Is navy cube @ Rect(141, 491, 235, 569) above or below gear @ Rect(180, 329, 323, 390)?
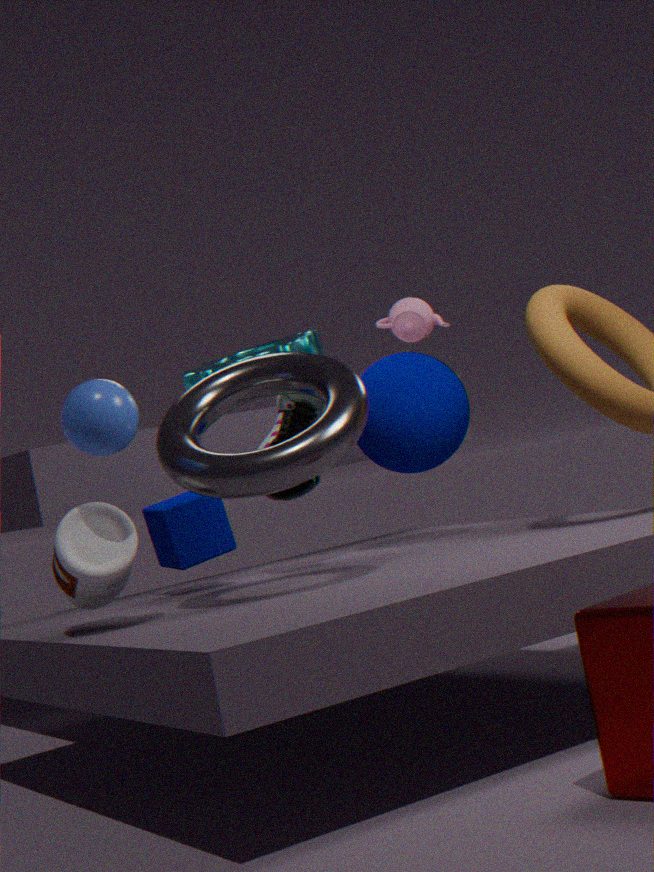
below
